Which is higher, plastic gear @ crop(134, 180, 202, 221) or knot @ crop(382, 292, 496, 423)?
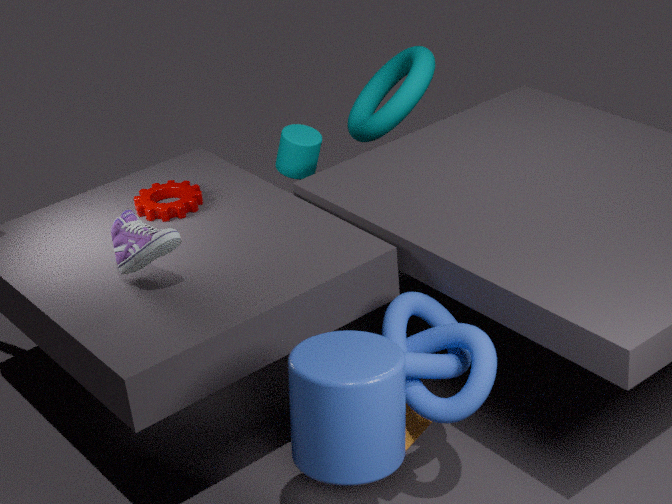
plastic gear @ crop(134, 180, 202, 221)
